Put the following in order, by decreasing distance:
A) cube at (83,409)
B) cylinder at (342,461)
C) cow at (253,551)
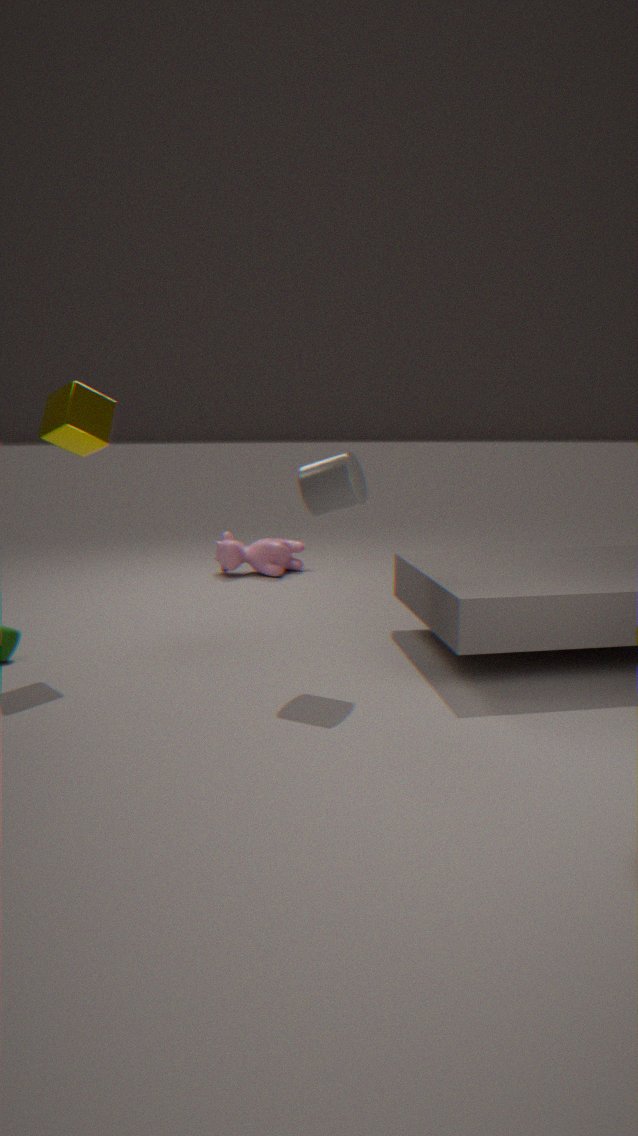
cow at (253,551) < cube at (83,409) < cylinder at (342,461)
